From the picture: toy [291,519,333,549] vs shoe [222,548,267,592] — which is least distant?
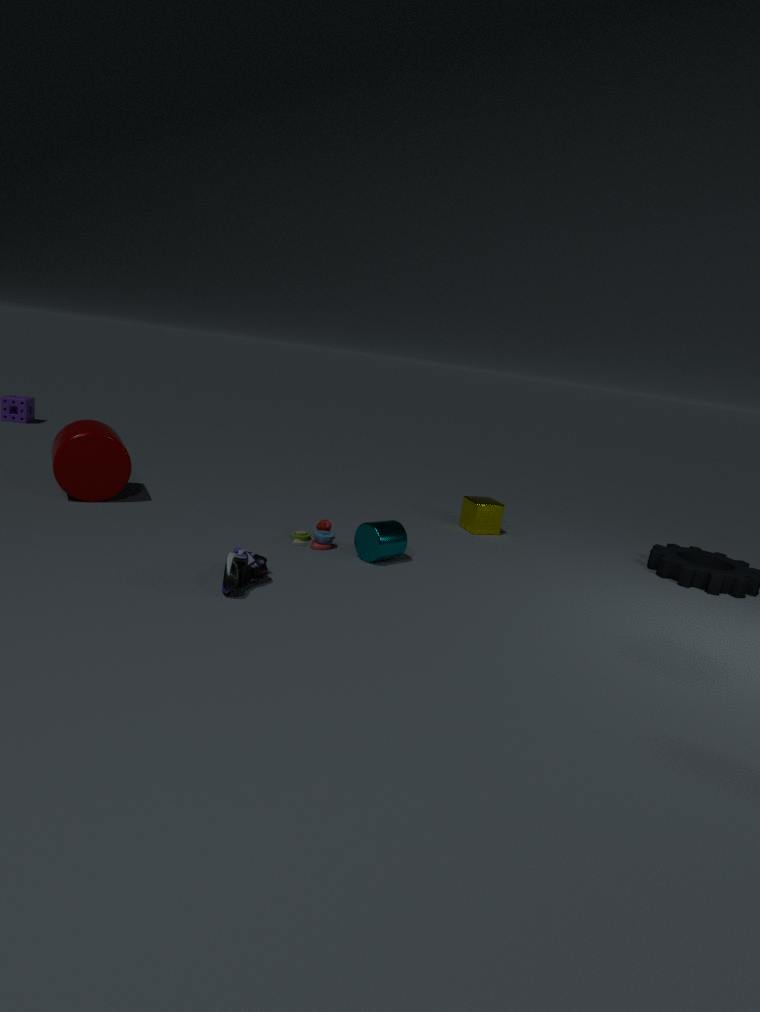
shoe [222,548,267,592]
